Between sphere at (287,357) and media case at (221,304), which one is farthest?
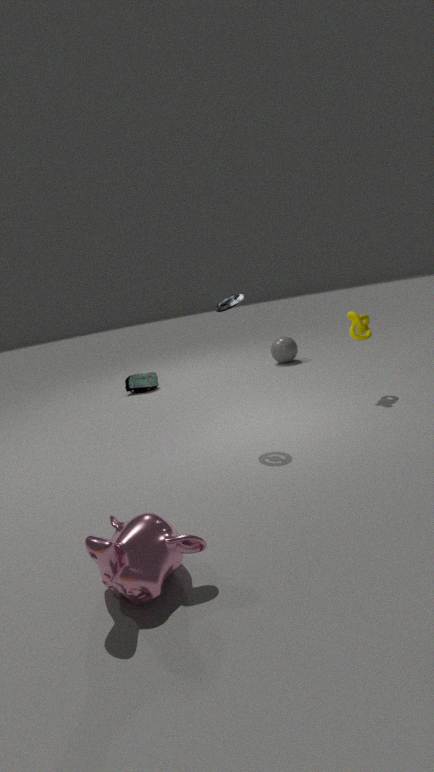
sphere at (287,357)
